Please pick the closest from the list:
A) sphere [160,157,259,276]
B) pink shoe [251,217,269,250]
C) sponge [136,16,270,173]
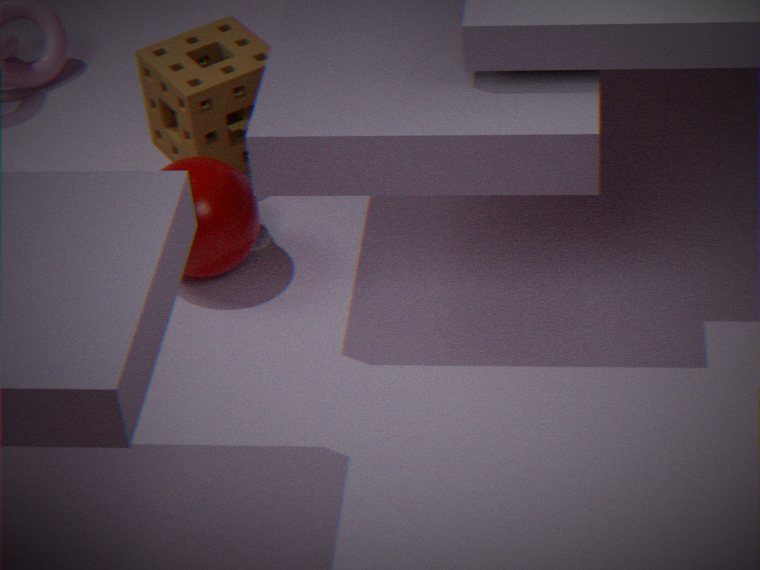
sphere [160,157,259,276]
